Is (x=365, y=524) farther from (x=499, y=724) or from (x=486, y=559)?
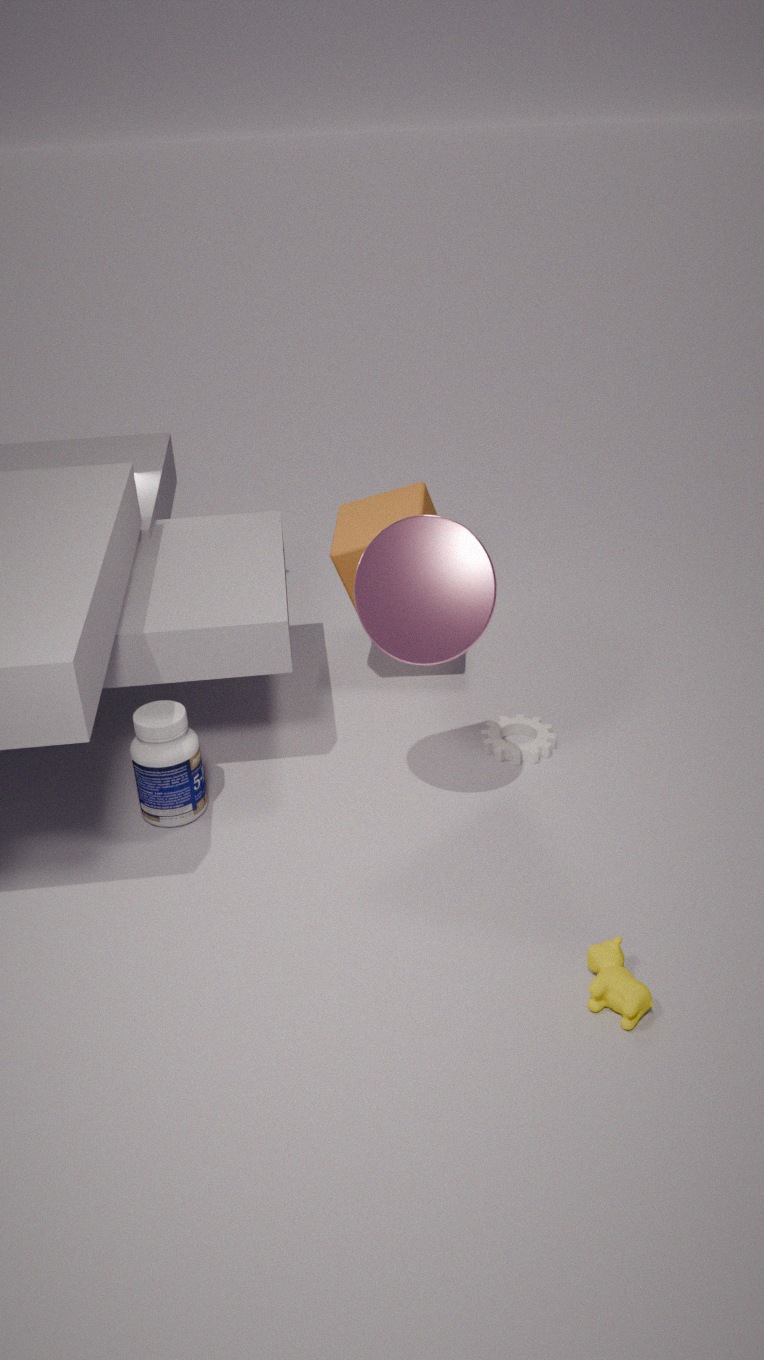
(x=486, y=559)
